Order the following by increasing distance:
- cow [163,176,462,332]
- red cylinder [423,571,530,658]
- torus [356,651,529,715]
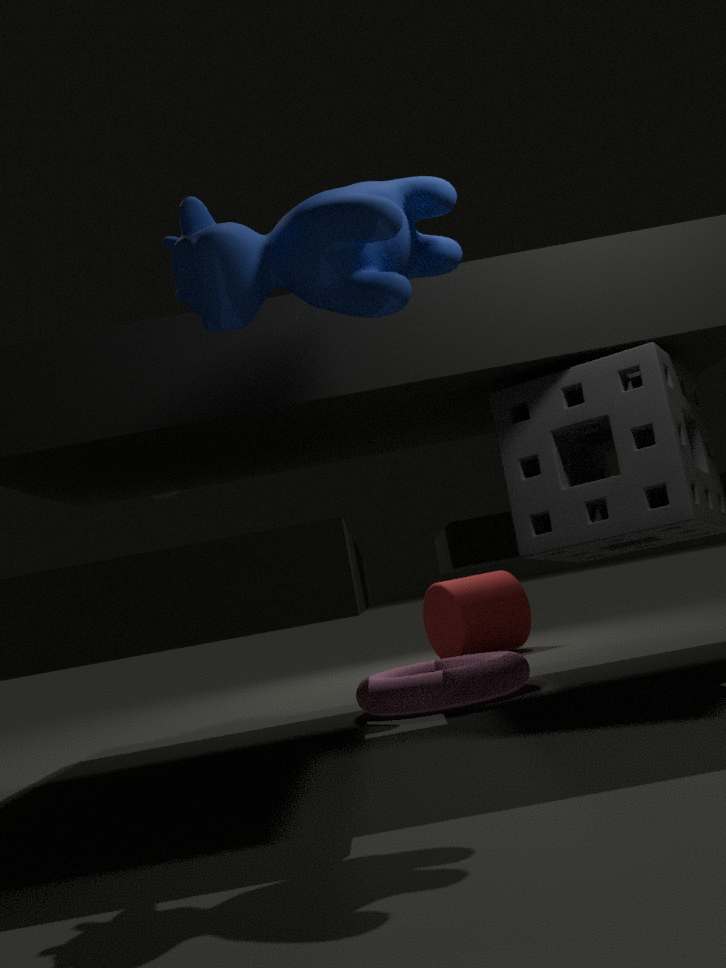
cow [163,176,462,332]
torus [356,651,529,715]
red cylinder [423,571,530,658]
